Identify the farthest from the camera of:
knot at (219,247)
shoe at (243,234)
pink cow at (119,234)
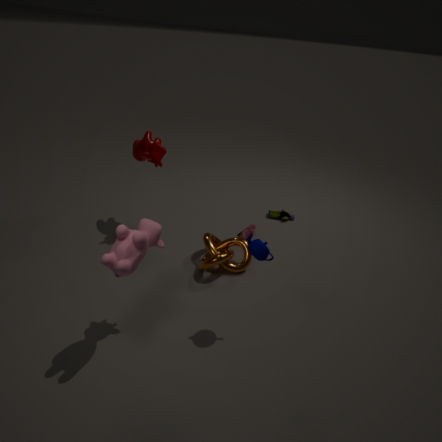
shoe at (243,234)
